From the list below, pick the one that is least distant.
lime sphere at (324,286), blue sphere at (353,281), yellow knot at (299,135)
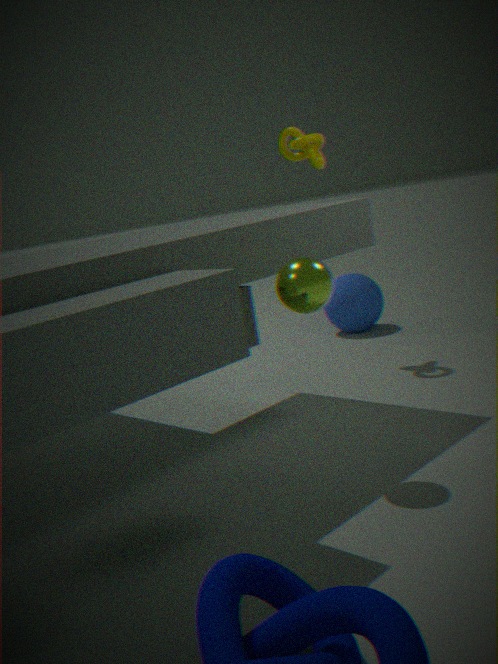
lime sphere at (324,286)
